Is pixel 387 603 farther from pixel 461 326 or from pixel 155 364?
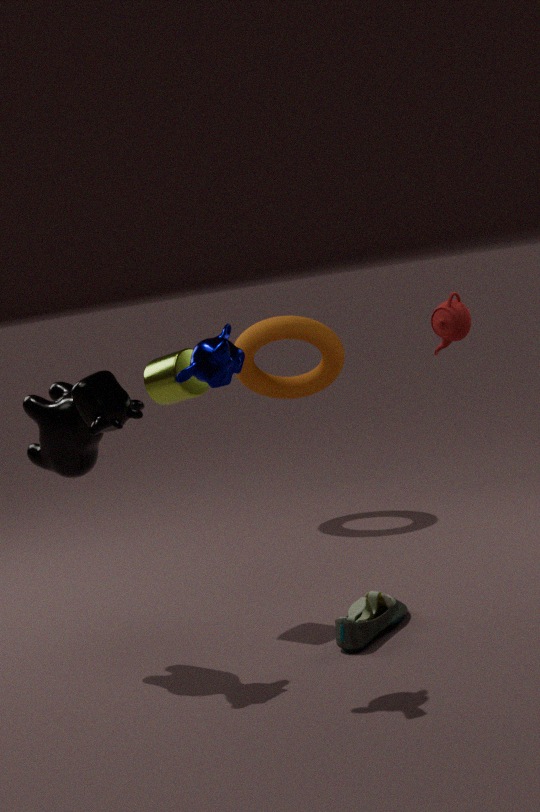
pixel 461 326
